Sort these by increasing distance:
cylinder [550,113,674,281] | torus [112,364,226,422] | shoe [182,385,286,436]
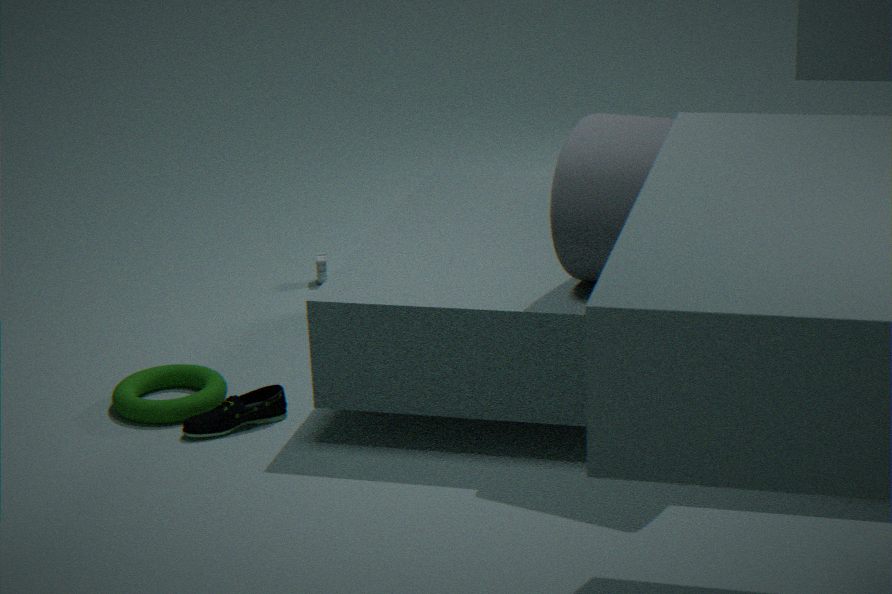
cylinder [550,113,674,281]
shoe [182,385,286,436]
torus [112,364,226,422]
